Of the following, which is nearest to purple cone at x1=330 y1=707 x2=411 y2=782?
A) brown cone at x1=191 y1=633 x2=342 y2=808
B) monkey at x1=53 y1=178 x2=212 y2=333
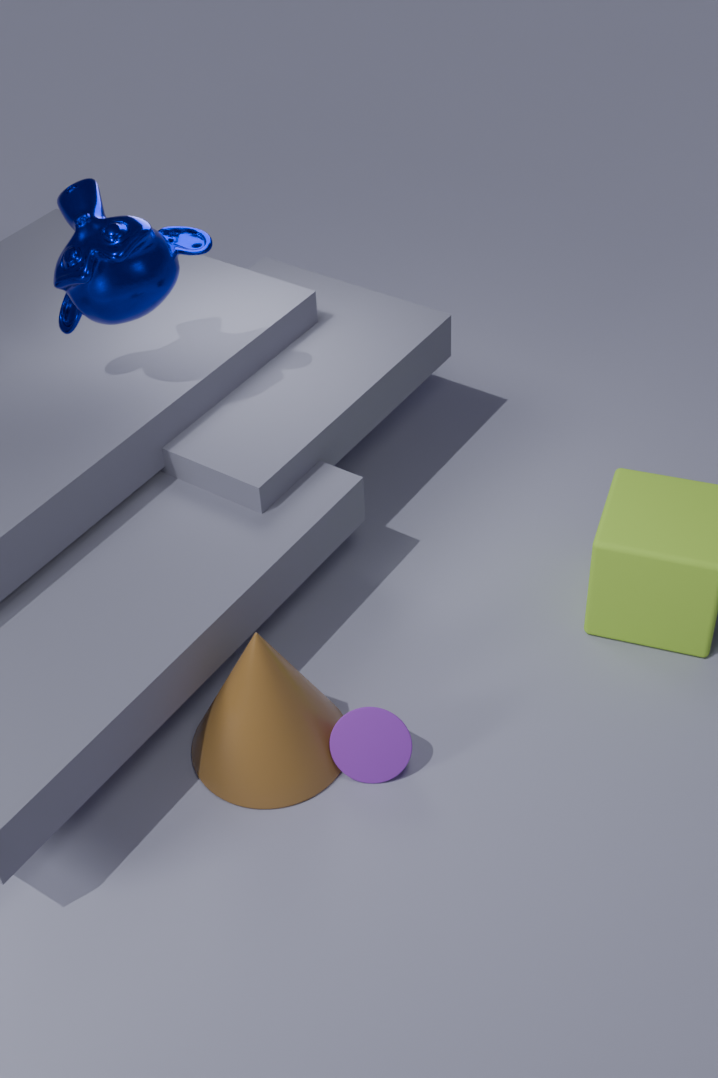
brown cone at x1=191 y1=633 x2=342 y2=808
